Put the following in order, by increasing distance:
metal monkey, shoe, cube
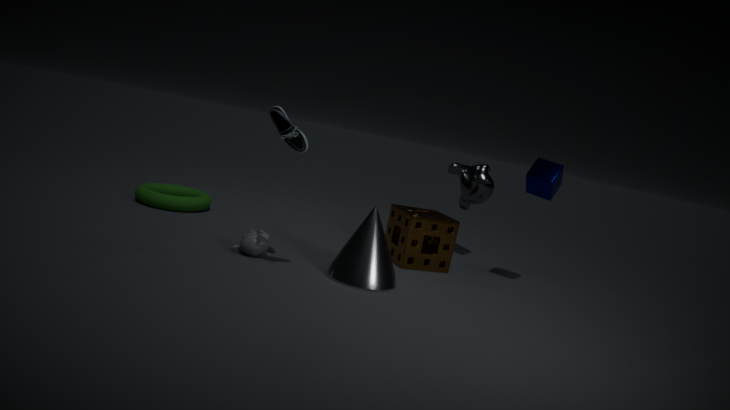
shoe, cube, metal monkey
